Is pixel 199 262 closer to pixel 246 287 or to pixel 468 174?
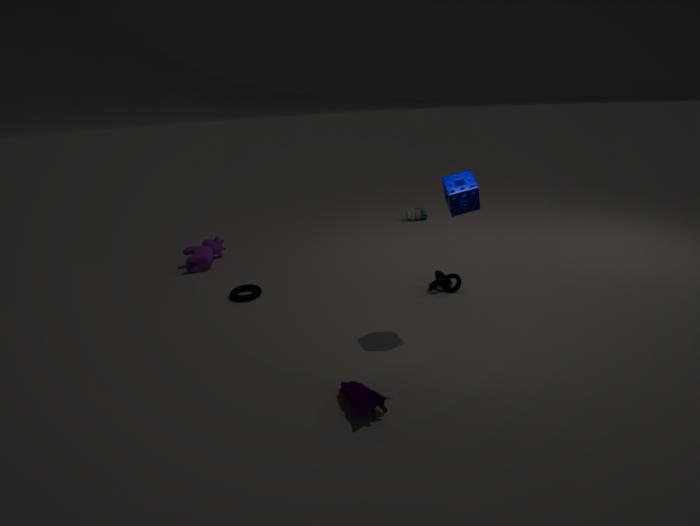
pixel 246 287
